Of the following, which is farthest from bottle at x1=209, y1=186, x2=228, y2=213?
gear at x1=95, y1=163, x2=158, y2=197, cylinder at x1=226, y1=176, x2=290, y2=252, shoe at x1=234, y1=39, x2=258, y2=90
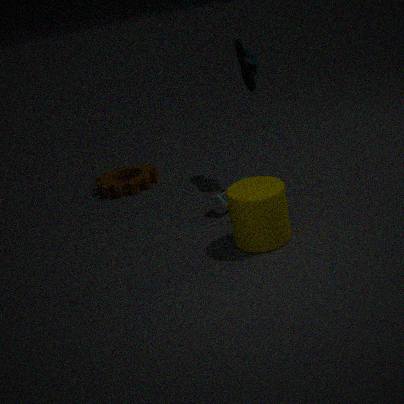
gear at x1=95, y1=163, x2=158, y2=197
